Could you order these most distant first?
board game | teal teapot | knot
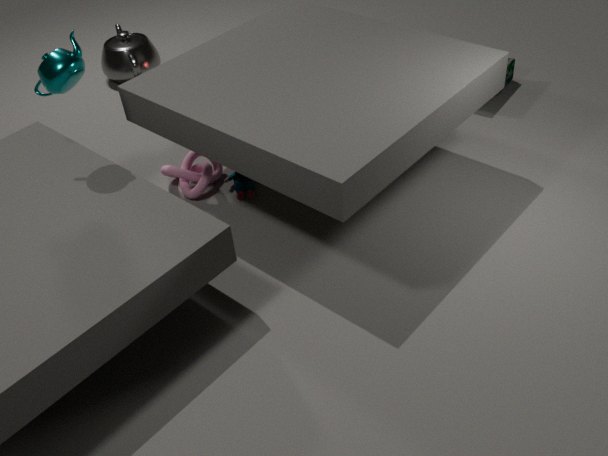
1. board game
2. knot
3. teal teapot
